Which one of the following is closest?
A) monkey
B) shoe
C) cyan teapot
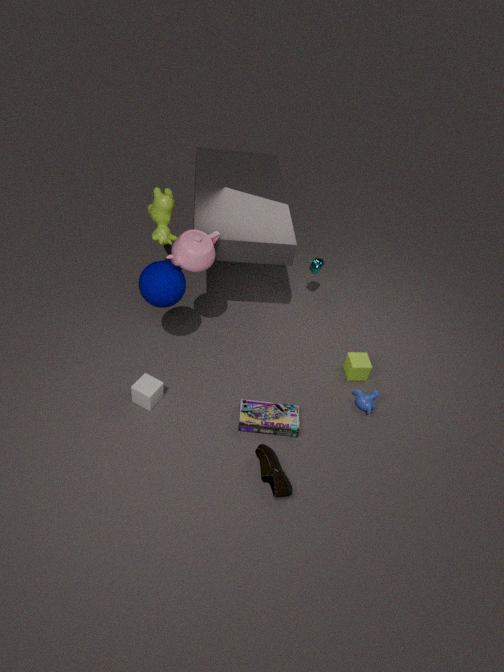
shoe
